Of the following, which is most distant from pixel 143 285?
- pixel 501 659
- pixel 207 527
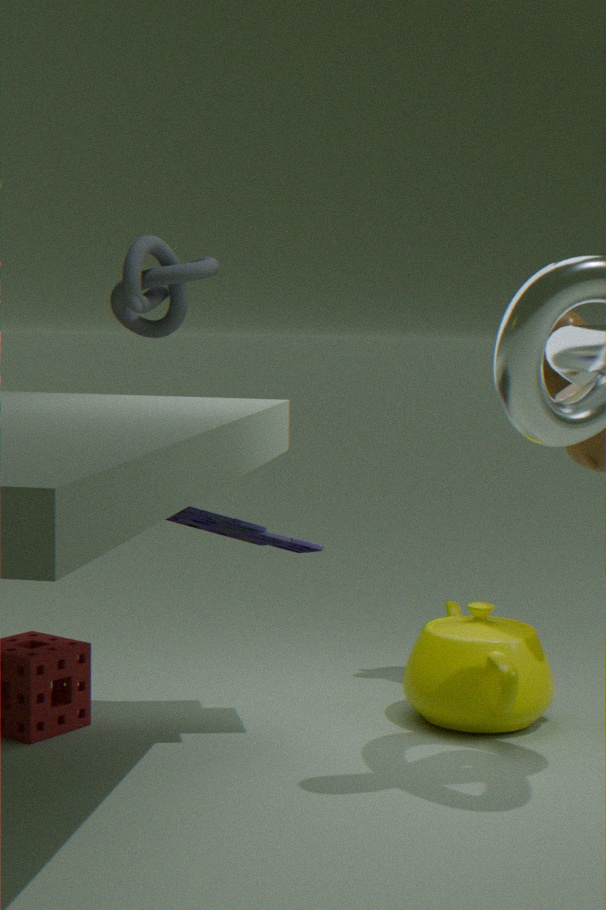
pixel 501 659
